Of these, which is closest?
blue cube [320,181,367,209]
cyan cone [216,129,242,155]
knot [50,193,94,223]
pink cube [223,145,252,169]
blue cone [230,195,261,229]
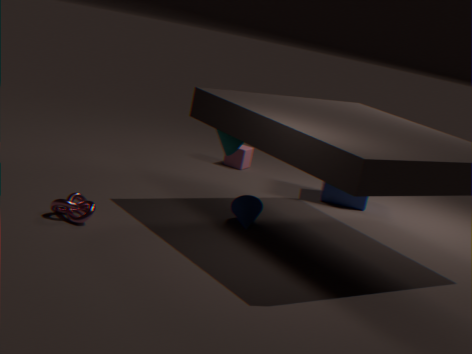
knot [50,193,94,223]
